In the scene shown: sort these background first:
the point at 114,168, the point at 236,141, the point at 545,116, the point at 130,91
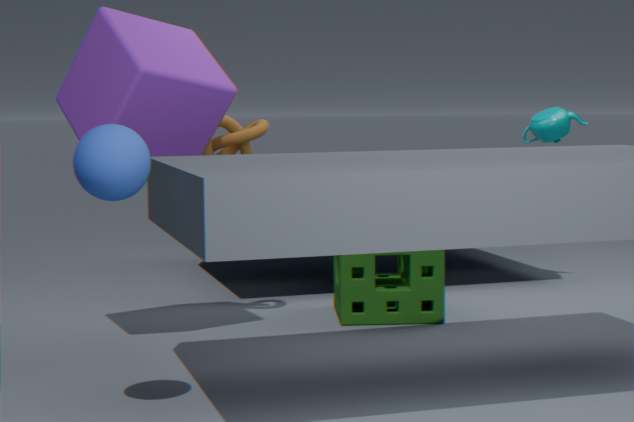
1. the point at 545,116
2. the point at 236,141
3. the point at 130,91
4. the point at 114,168
